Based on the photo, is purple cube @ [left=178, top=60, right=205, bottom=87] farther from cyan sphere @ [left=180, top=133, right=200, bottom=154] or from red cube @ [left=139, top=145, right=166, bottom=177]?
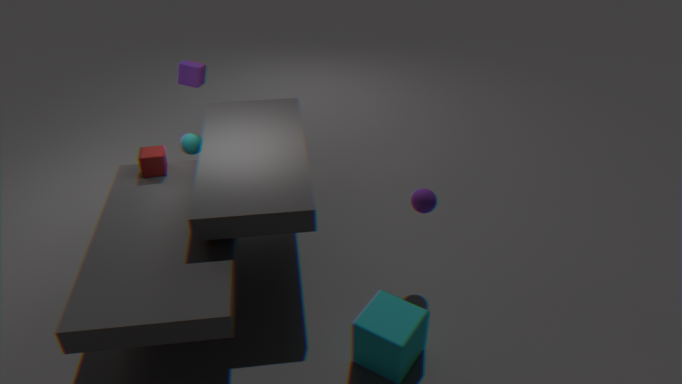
red cube @ [left=139, top=145, right=166, bottom=177]
